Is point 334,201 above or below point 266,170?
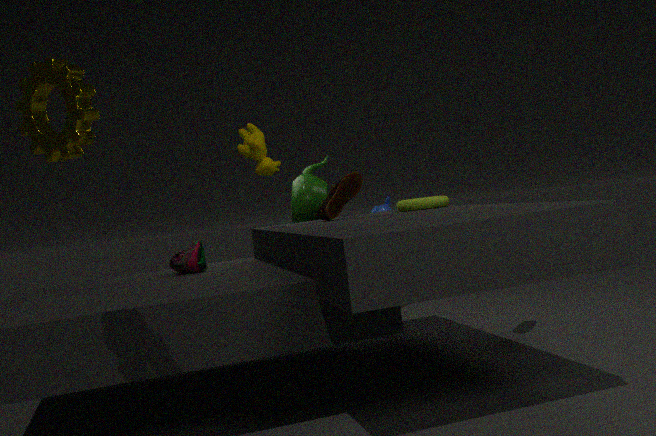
below
